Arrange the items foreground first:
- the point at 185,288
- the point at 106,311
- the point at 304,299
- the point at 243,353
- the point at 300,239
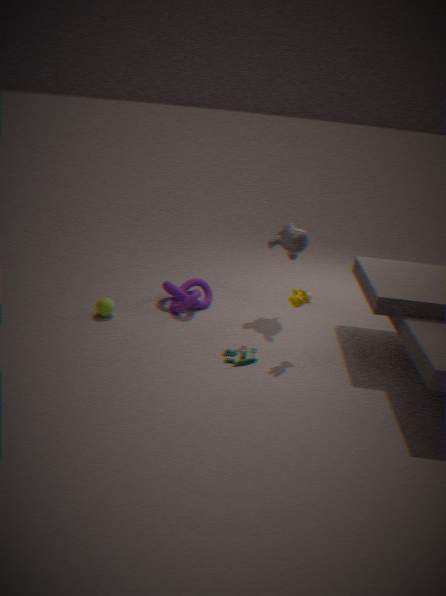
the point at 304,299, the point at 243,353, the point at 106,311, the point at 300,239, the point at 185,288
